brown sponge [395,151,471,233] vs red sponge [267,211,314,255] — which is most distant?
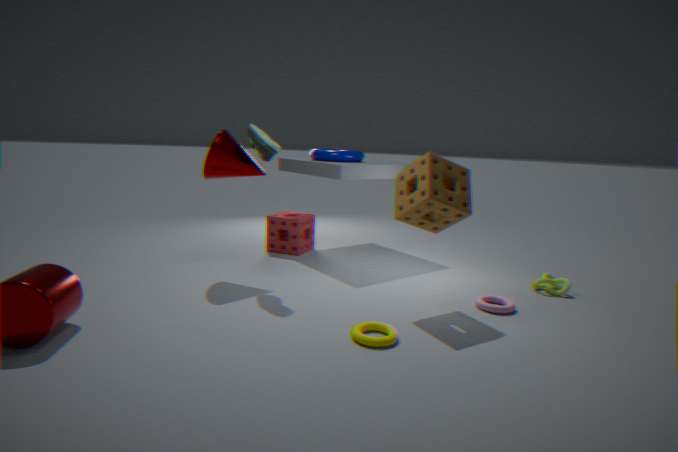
red sponge [267,211,314,255]
